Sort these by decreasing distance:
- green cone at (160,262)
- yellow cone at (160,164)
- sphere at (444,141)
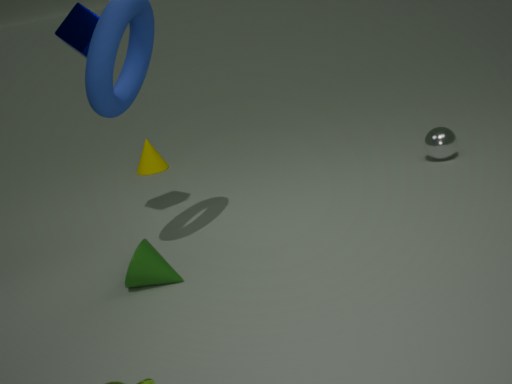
yellow cone at (160,164) → sphere at (444,141) → green cone at (160,262)
